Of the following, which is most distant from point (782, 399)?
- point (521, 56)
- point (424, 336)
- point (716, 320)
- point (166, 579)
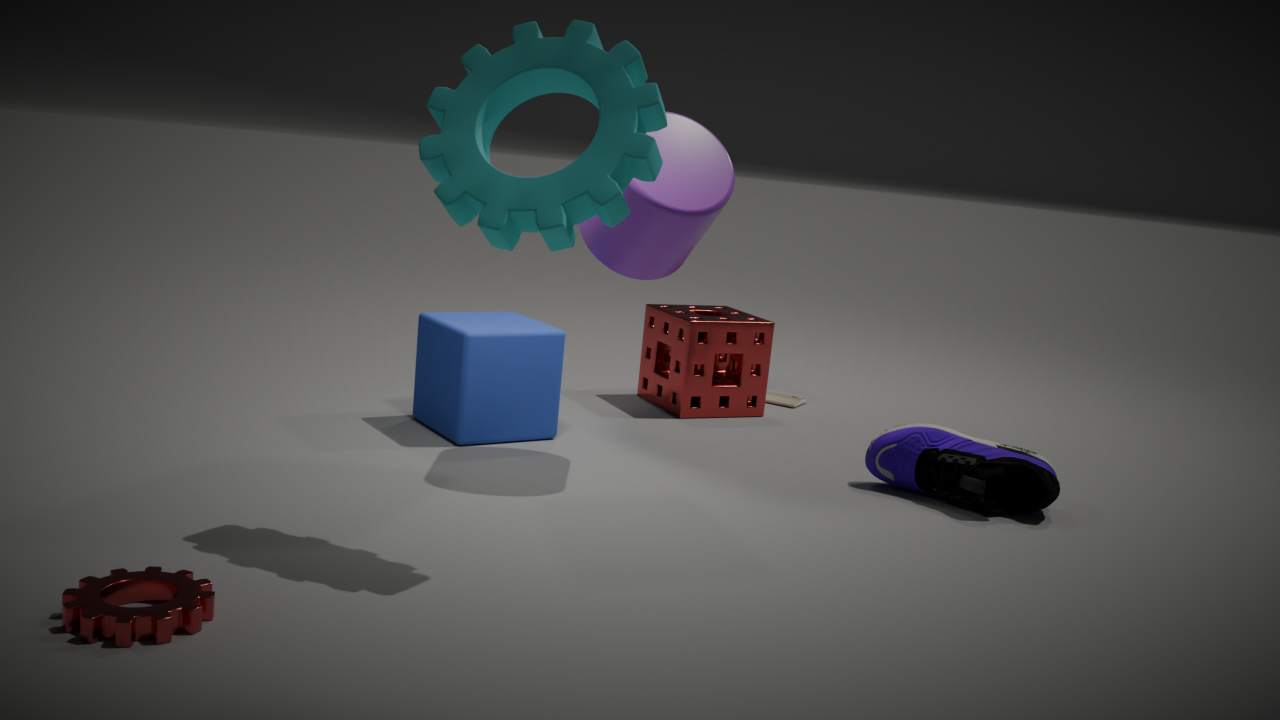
point (166, 579)
